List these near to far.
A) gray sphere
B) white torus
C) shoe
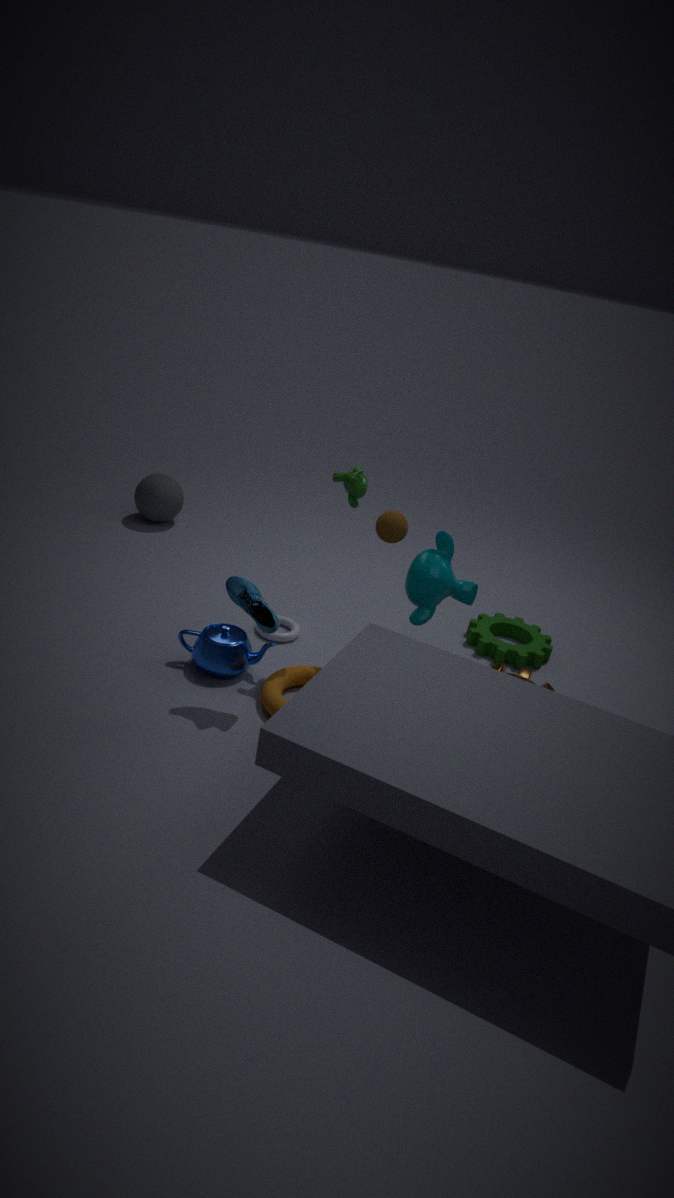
shoe, white torus, gray sphere
